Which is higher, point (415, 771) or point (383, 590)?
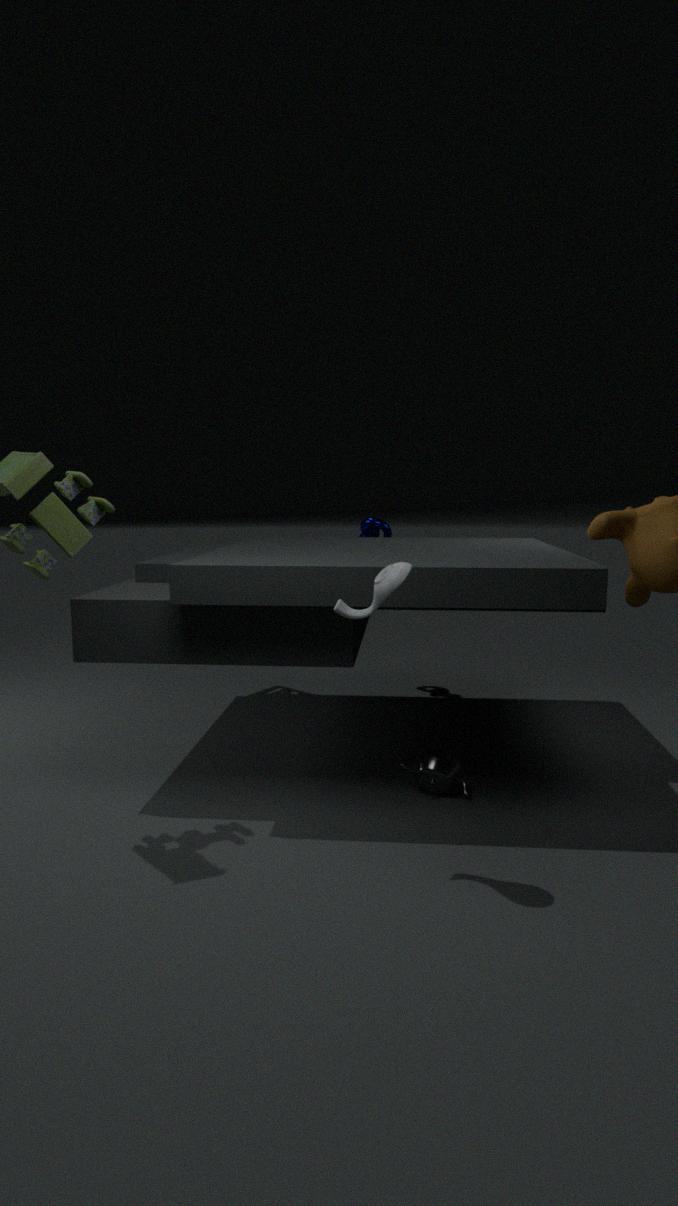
point (383, 590)
